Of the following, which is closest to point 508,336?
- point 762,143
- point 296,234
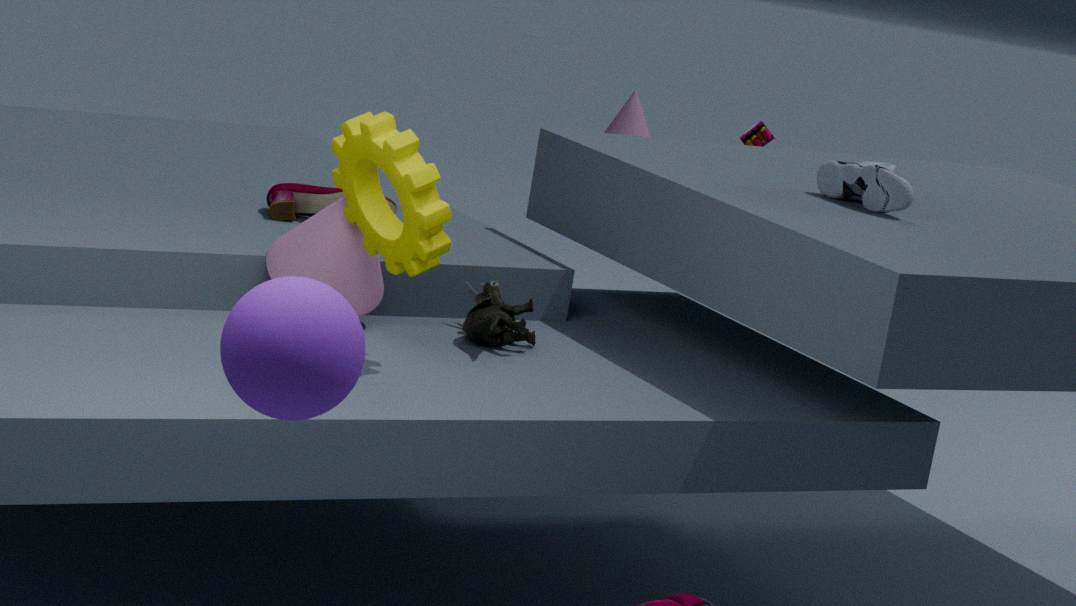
point 296,234
